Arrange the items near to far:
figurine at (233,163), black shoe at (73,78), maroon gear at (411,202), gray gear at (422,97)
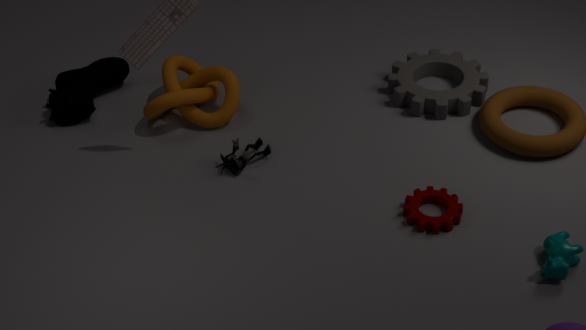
maroon gear at (411,202) → figurine at (233,163) → gray gear at (422,97) → black shoe at (73,78)
